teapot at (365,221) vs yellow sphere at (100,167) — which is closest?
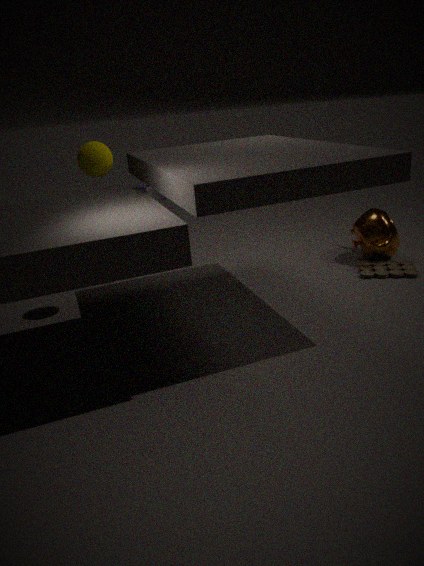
yellow sphere at (100,167)
